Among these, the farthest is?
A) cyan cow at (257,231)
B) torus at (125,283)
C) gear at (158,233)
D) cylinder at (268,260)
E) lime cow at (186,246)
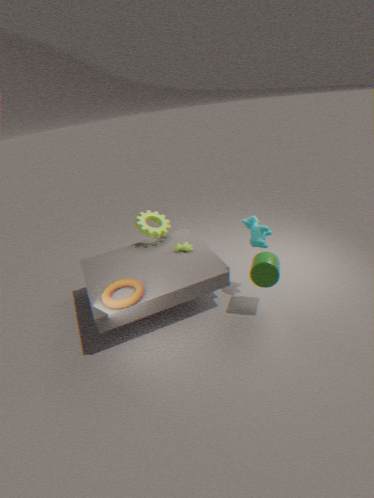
gear at (158,233)
